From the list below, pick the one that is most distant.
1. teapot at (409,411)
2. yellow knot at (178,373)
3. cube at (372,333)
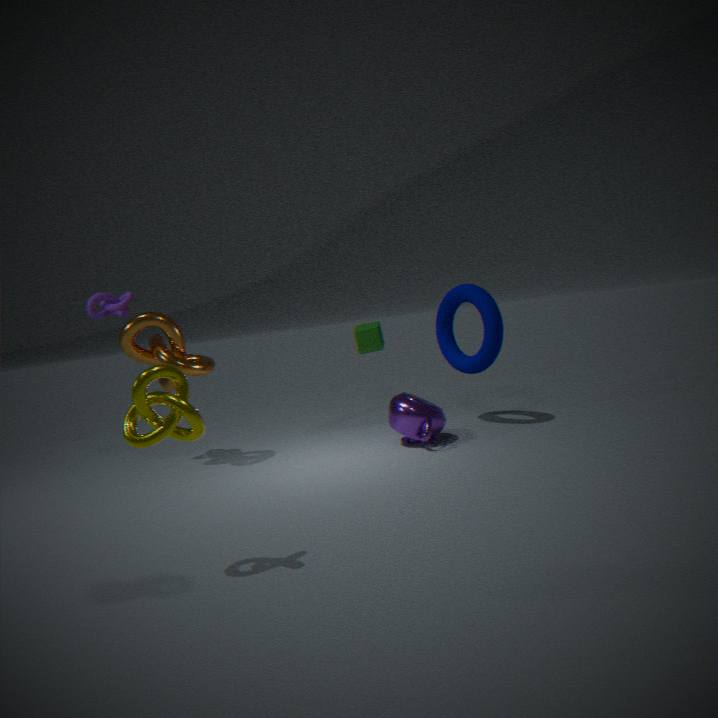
cube at (372,333)
